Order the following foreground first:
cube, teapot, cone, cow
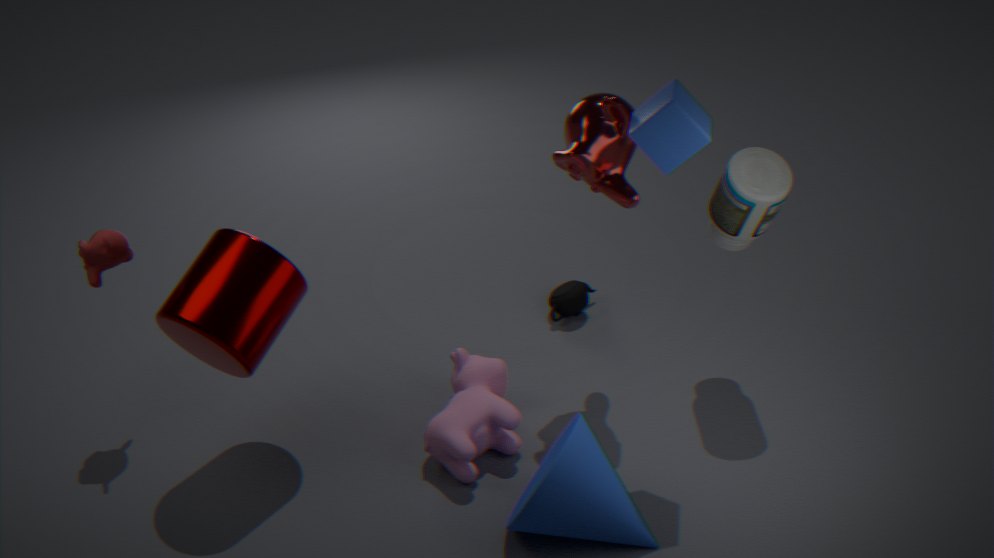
cube → cone → cow → teapot
